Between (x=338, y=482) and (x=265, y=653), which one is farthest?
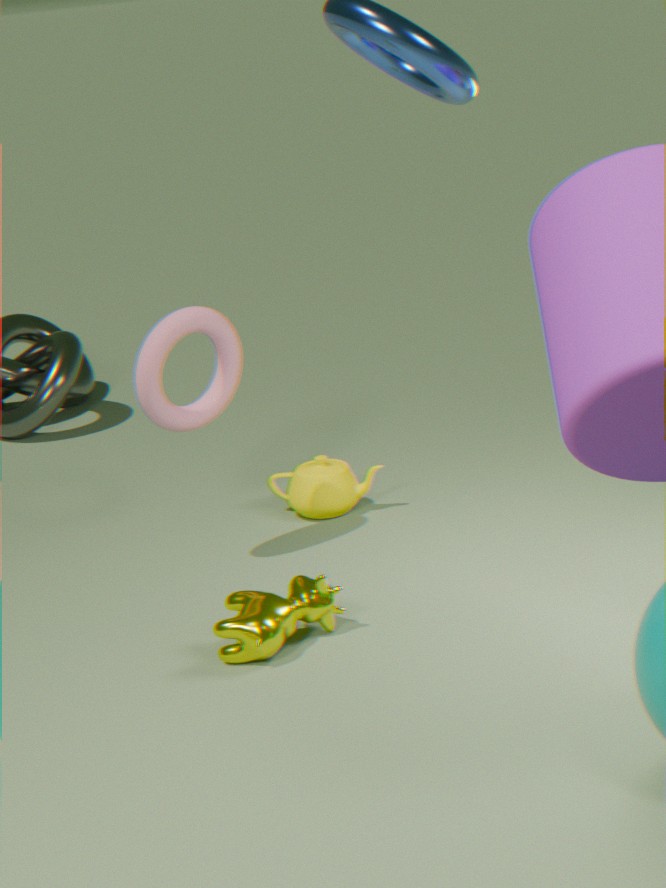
(x=338, y=482)
